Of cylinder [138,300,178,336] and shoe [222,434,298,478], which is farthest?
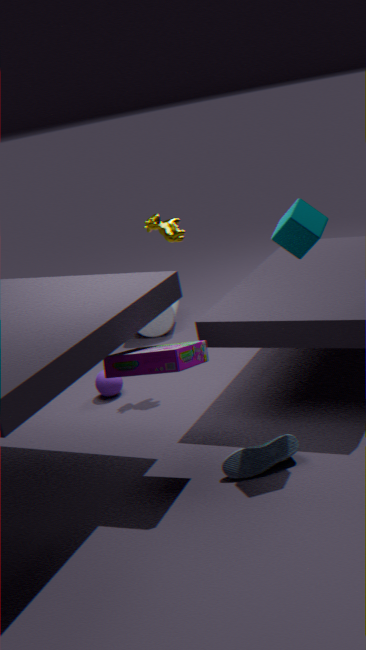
cylinder [138,300,178,336]
